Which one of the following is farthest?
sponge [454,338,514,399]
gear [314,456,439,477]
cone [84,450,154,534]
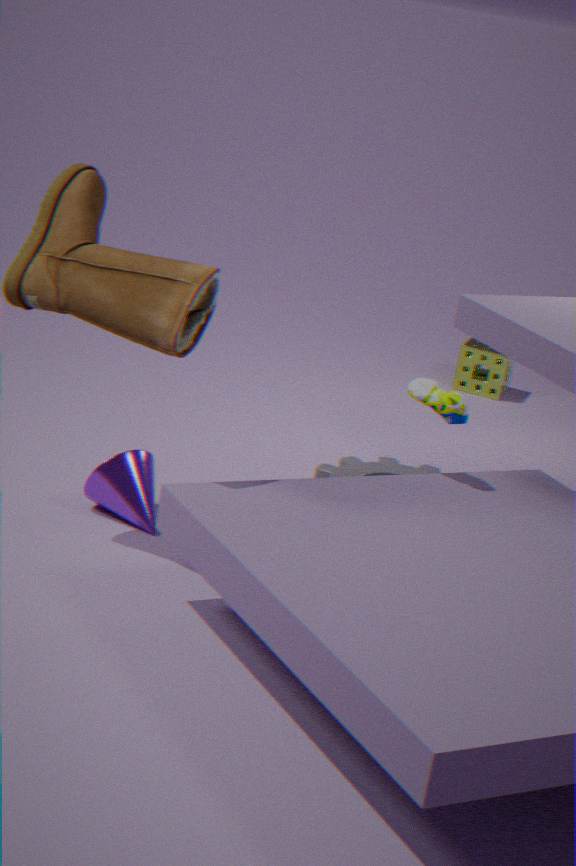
sponge [454,338,514,399]
